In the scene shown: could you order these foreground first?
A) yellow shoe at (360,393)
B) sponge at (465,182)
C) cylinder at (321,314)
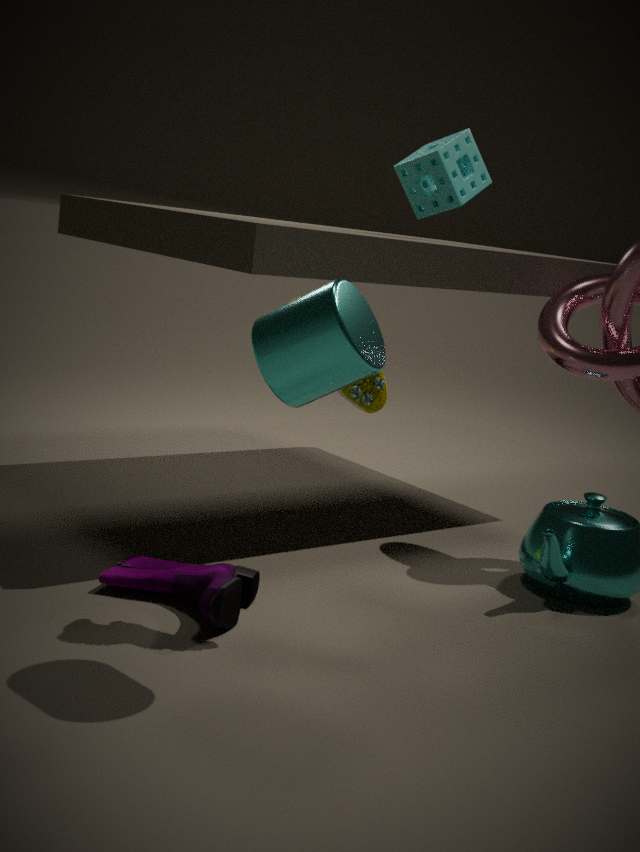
cylinder at (321,314), yellow shoe at (360,393), sponge at (465,182)
